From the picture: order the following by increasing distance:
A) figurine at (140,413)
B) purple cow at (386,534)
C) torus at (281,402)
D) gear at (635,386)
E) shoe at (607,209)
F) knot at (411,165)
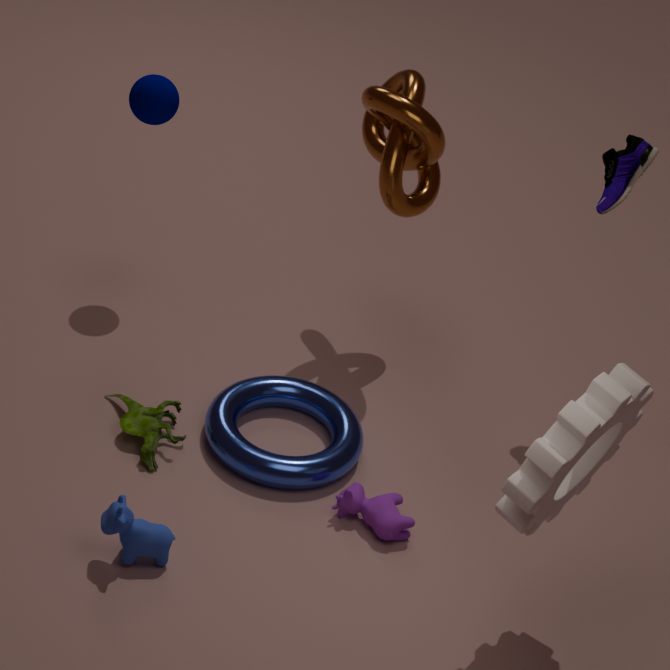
gear at (635,386) < purple cow at (386,534) < torus at (281,402) < figurine at (140,413) < knot at (411,165) < shoe at (607,209)
